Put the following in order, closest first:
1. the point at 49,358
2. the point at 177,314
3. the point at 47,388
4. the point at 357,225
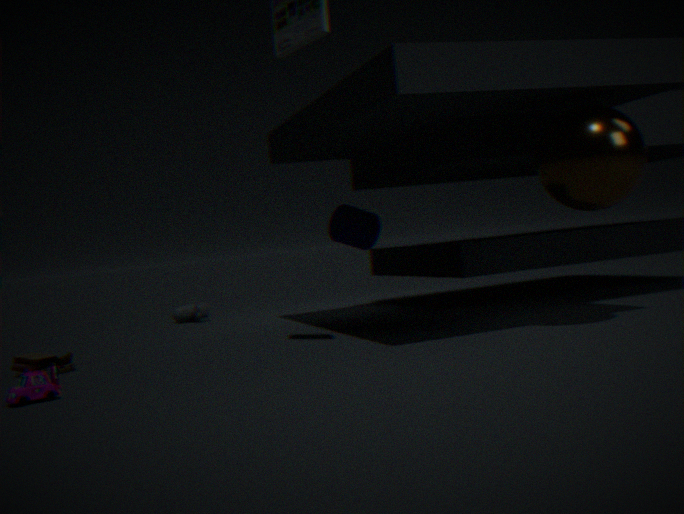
the point at 47,388
the point at 49,358
the point at 357,225
the point at 177,314
